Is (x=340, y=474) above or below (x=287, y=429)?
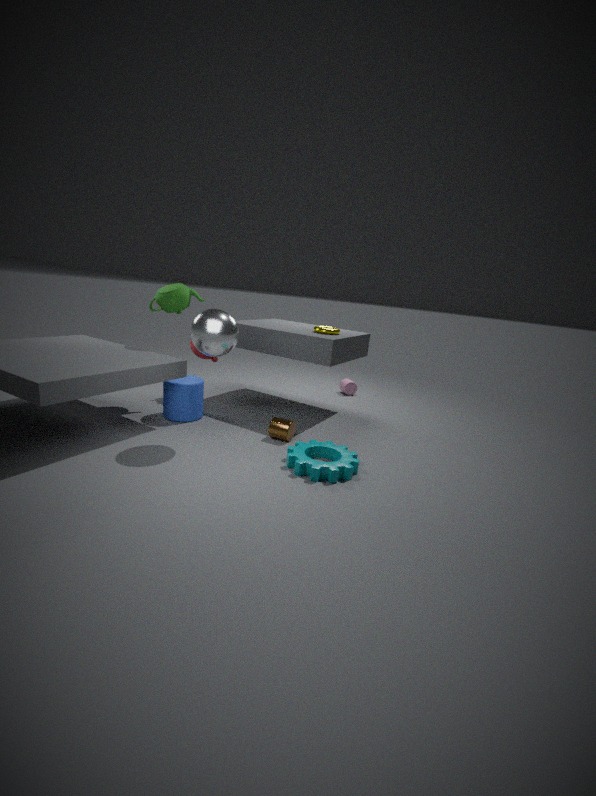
below
